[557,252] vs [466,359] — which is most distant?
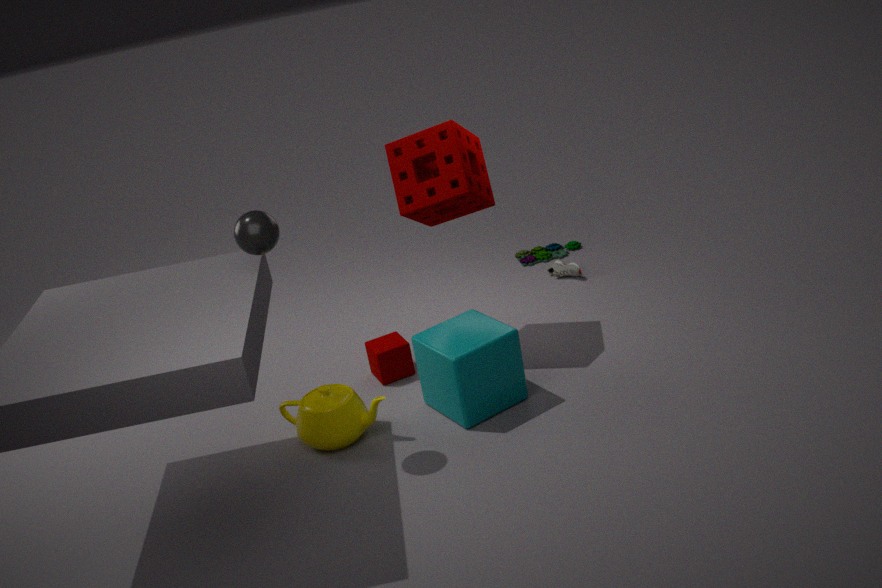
[557,252]
